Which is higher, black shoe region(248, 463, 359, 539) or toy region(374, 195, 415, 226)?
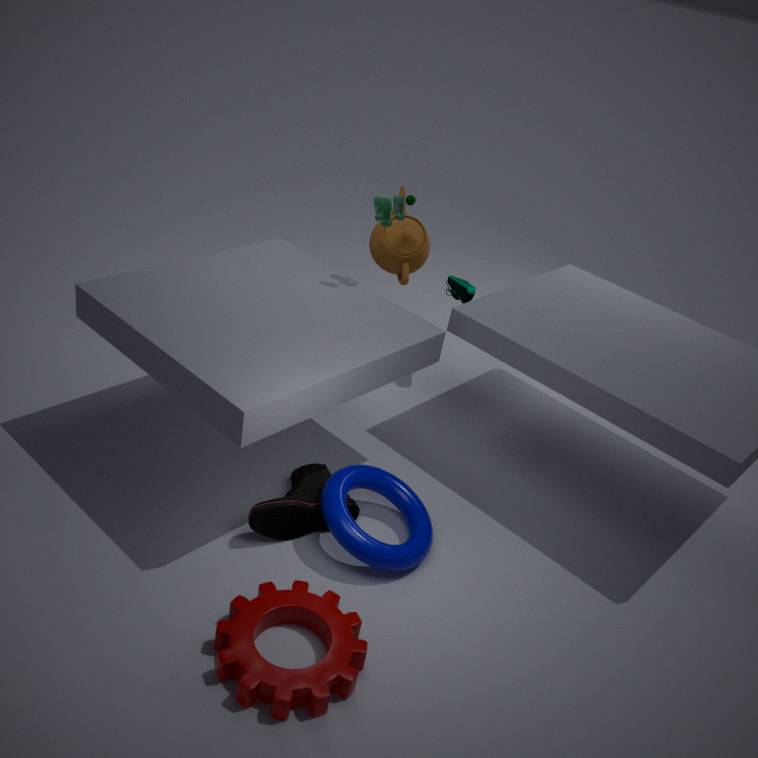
toy region(374, 195, 415, 226)
